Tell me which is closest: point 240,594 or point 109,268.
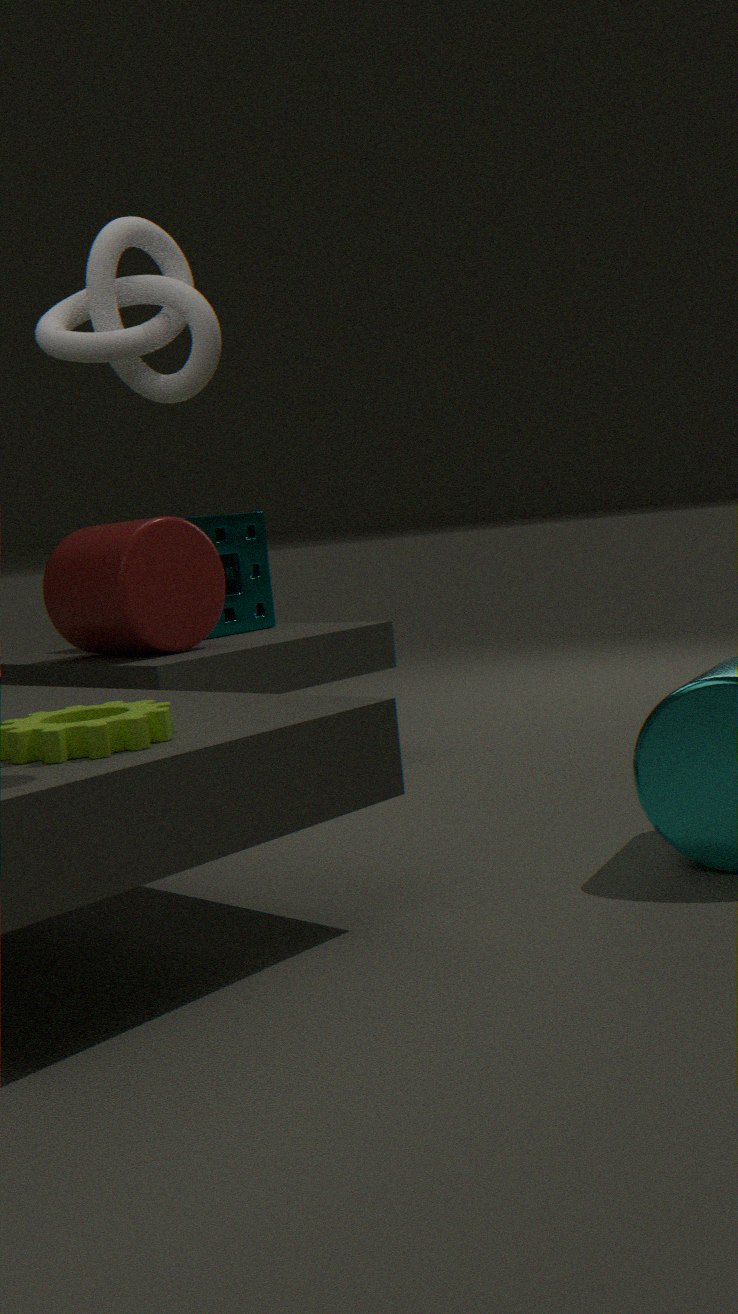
point 109,268
